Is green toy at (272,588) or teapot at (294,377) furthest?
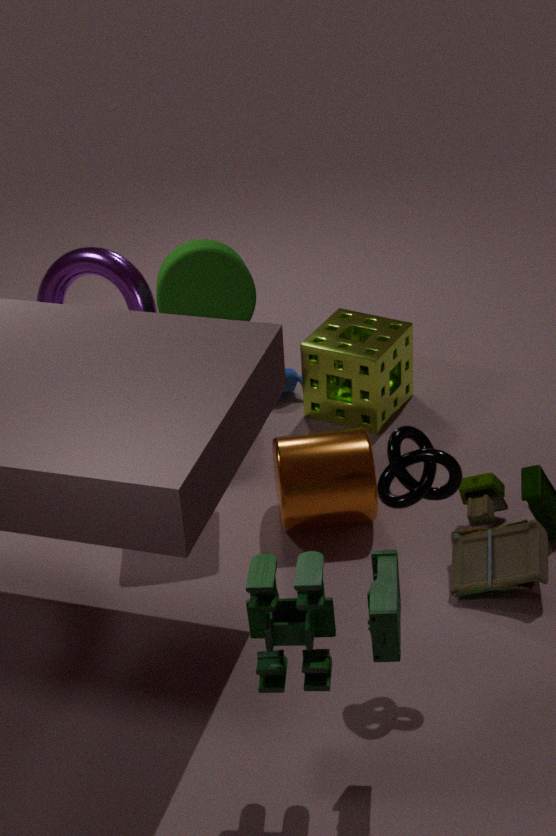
teapot at (294,377)
